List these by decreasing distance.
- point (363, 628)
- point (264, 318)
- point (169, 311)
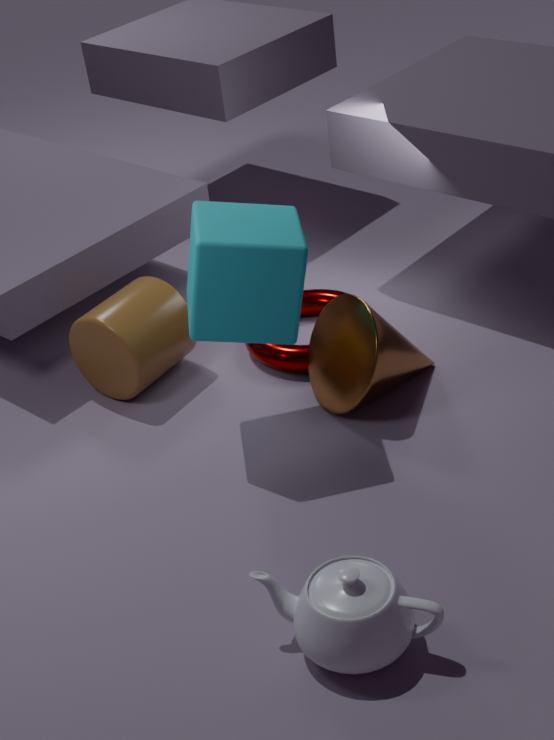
point (169, 311) → point (264, 318) → point (363, 628)
